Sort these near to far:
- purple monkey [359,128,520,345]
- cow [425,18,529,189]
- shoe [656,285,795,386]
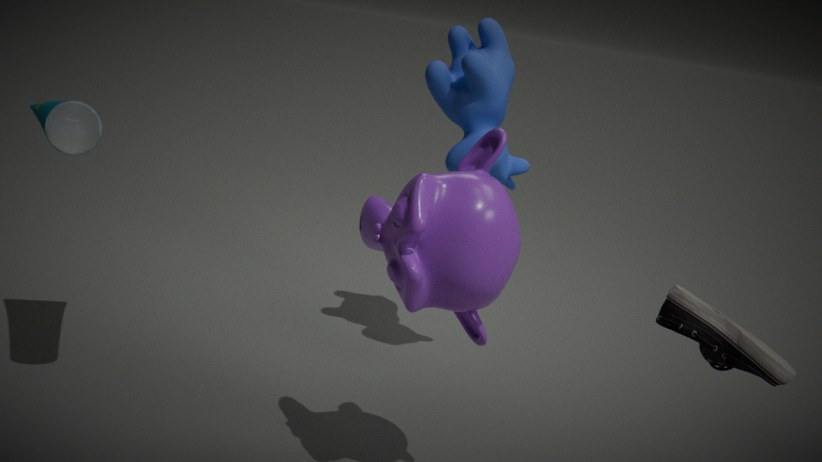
1. shoe [656,285,795,386]
2. purple monkey [359,128,520,345]
3. cow [425,18,529,189]
